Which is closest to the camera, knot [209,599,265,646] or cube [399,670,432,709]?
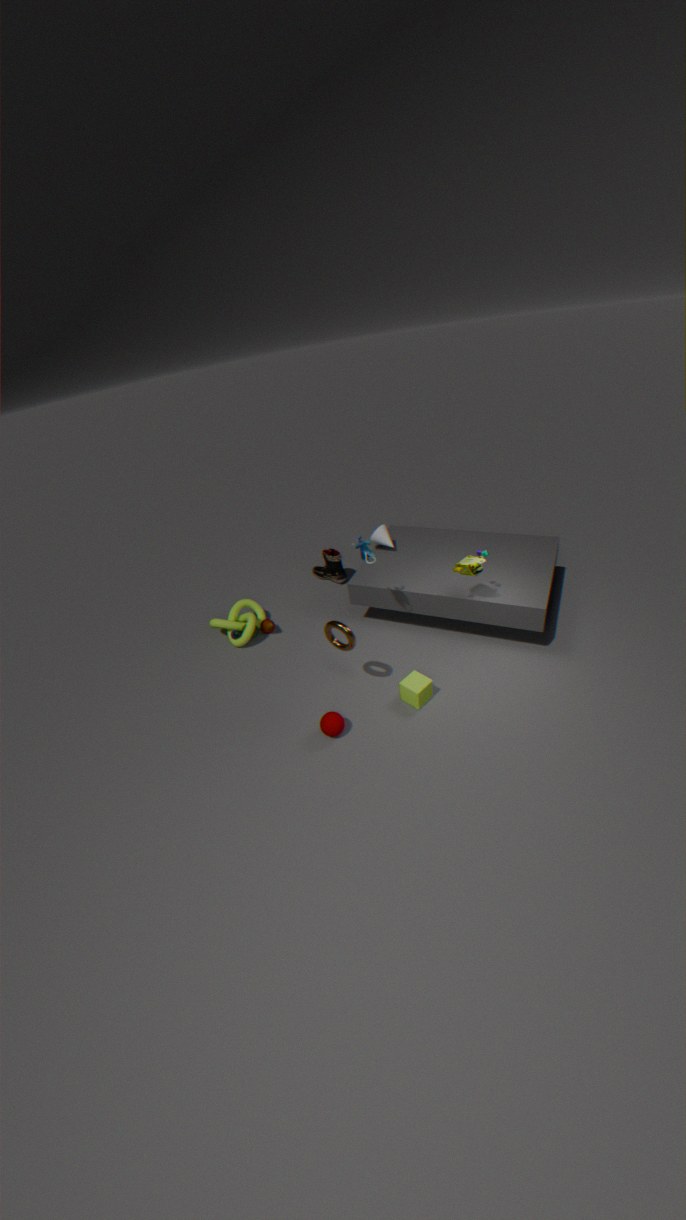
cube [399,670,432,709]
